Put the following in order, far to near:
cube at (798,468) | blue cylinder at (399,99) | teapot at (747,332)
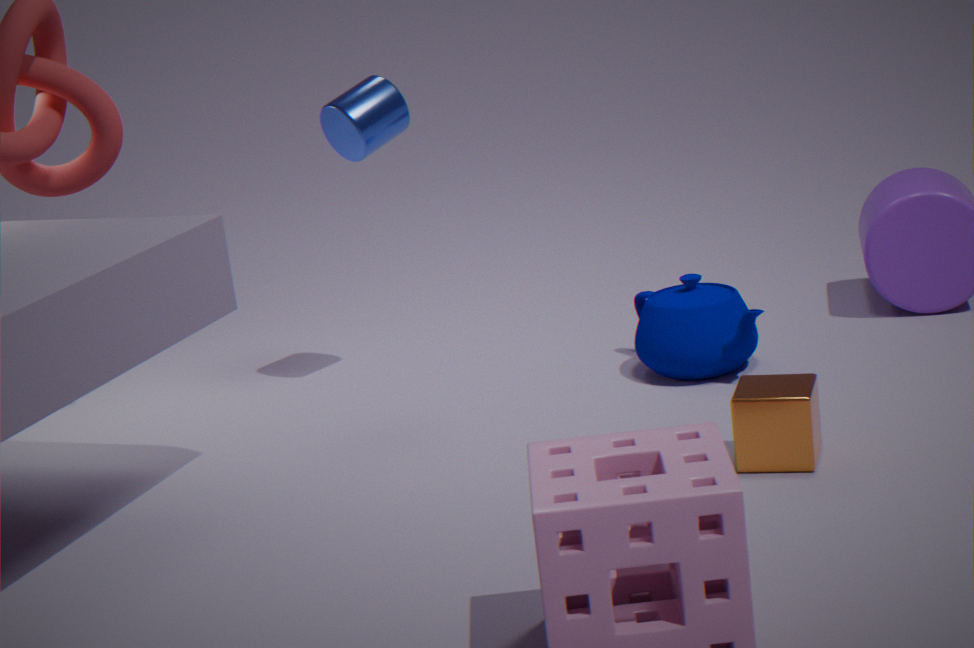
blue cylinder at (399,99) < teapot at (747,332) < cube at (798,468)
